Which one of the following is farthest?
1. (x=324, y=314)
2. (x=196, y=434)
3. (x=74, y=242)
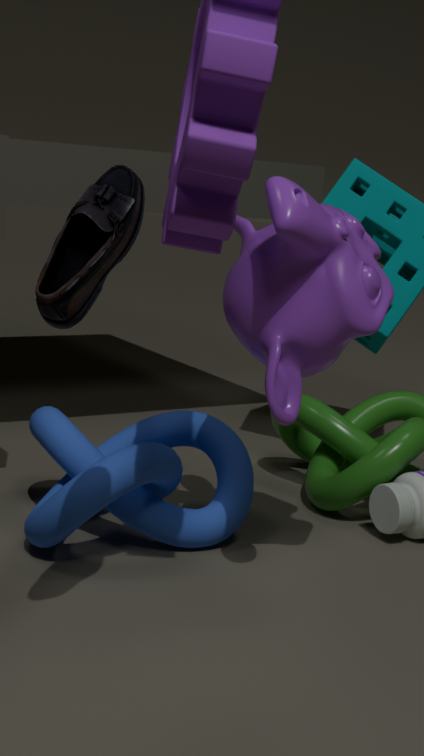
(x=196, y=434)
